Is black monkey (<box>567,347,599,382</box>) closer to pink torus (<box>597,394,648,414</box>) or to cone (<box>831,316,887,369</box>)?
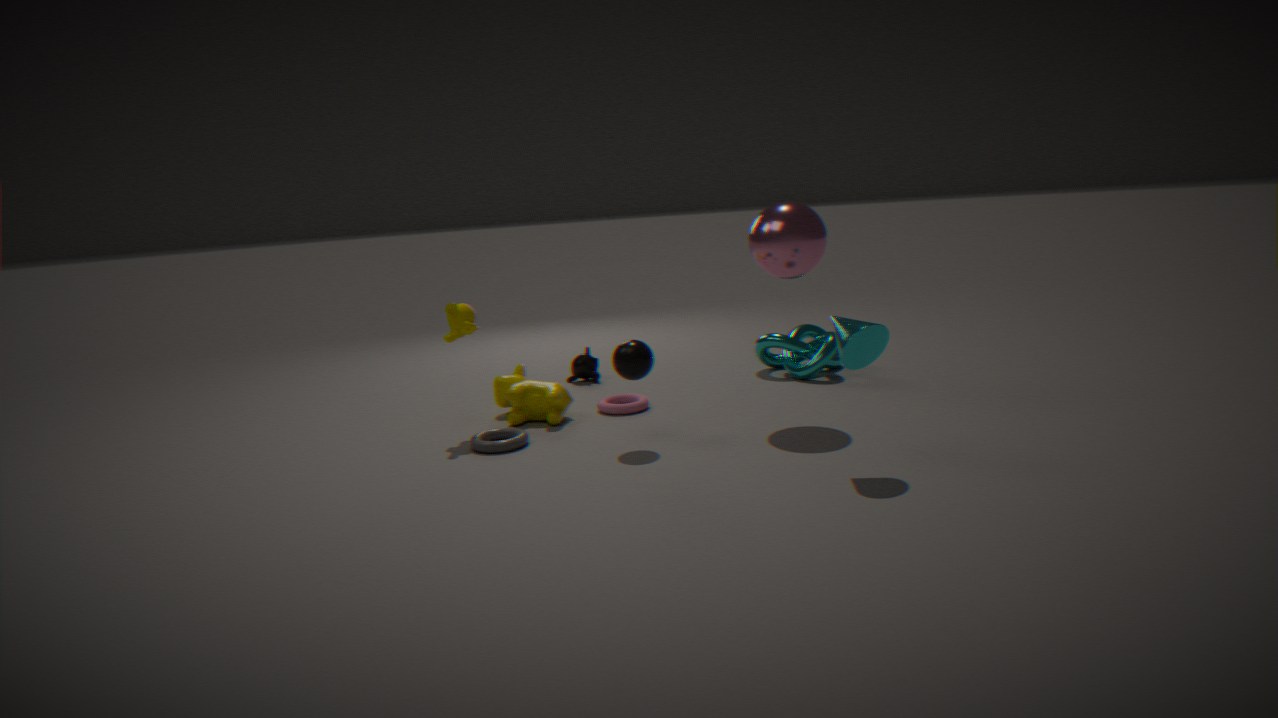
pink torus (<box>597,394,648,414</box>)
